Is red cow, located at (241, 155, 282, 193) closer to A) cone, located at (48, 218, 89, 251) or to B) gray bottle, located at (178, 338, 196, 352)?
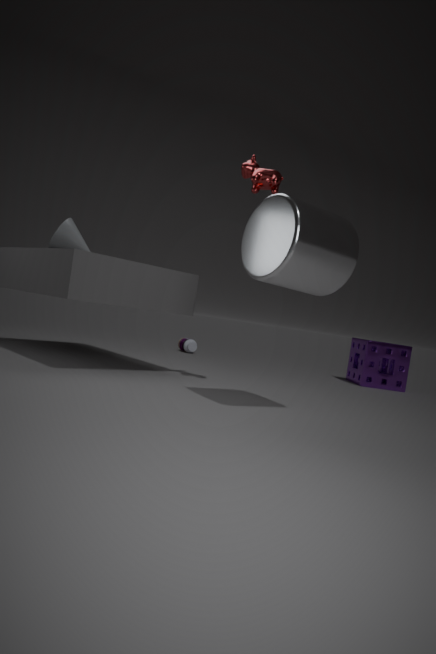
A) cone, located at (48, 218, 89, 251)
